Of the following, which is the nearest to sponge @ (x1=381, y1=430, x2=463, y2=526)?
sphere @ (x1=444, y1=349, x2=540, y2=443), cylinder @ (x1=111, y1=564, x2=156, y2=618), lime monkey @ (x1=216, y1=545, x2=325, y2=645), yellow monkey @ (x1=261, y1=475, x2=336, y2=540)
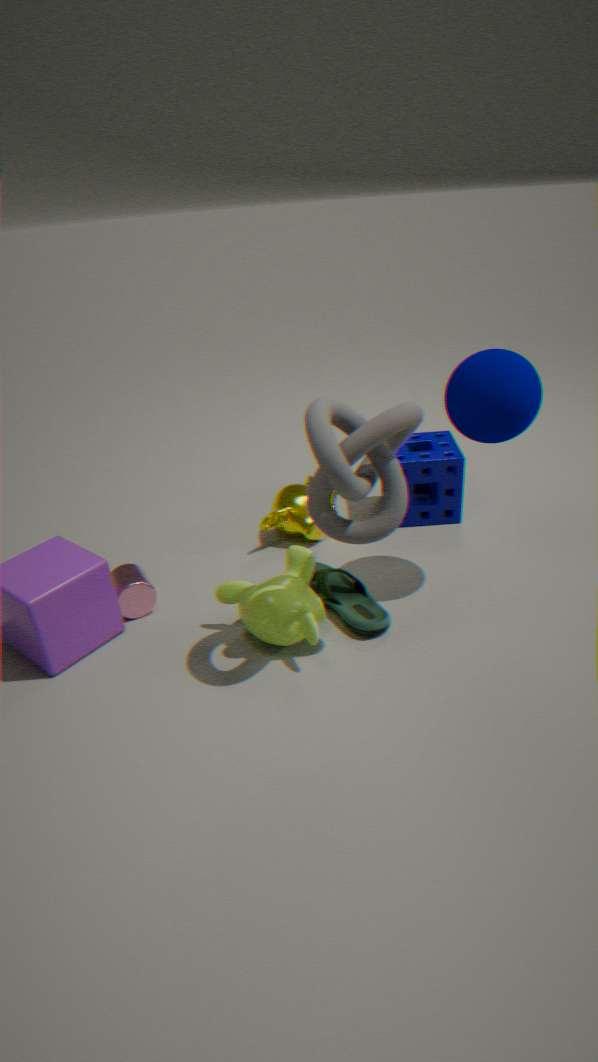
yellow monkey @ (x1=261, y1=475, x2=336, y2=540)
